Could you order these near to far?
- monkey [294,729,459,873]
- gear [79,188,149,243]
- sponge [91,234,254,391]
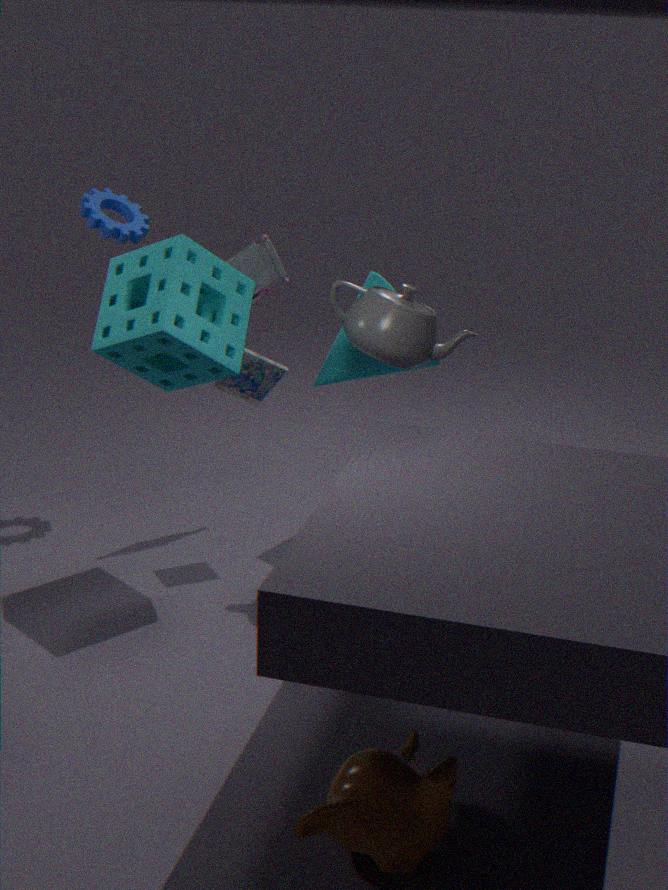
monkey [294,729,459,873] → sponge [91,234,254,391] → gear [79,188,149,243]
